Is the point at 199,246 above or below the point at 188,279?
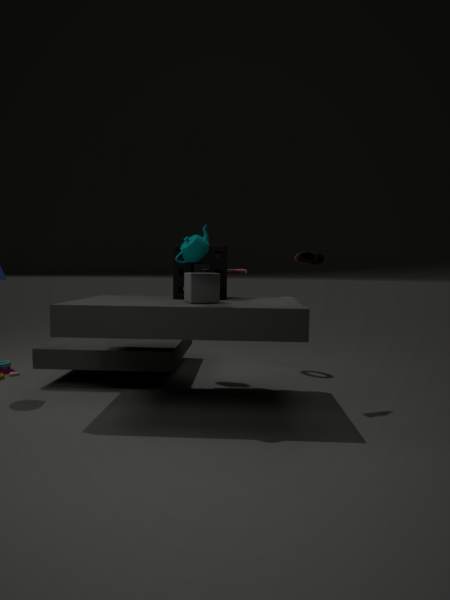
above
